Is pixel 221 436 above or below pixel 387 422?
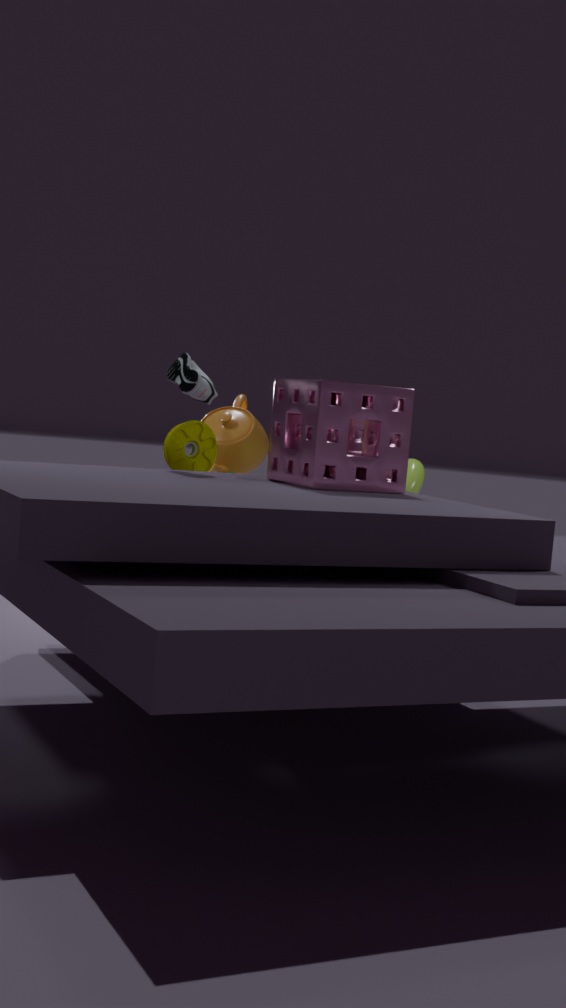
below
